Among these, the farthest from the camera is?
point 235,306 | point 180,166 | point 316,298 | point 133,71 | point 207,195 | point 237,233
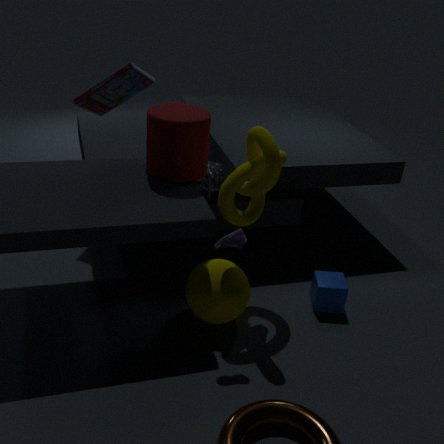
point 133,71
